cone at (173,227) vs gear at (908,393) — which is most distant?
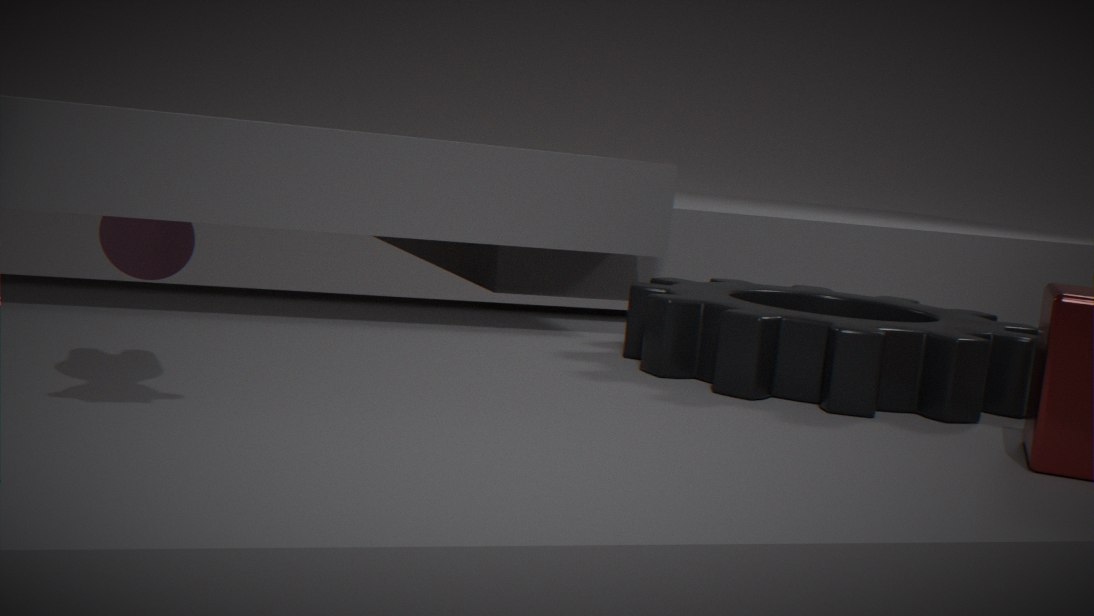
cone at (173,227)
